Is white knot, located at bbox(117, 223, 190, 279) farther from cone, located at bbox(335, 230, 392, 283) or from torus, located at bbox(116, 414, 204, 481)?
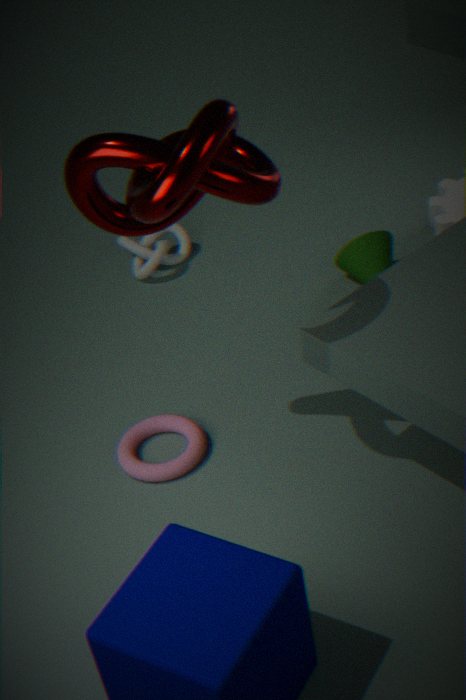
torus, located at bbox(116, 414, 204, 481)
